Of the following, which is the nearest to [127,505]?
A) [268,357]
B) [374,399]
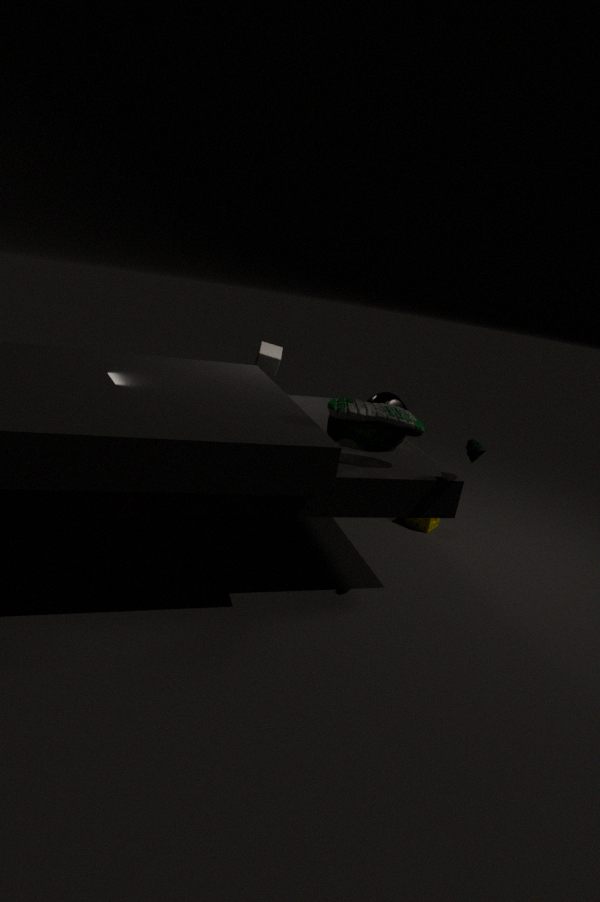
[374,399]
